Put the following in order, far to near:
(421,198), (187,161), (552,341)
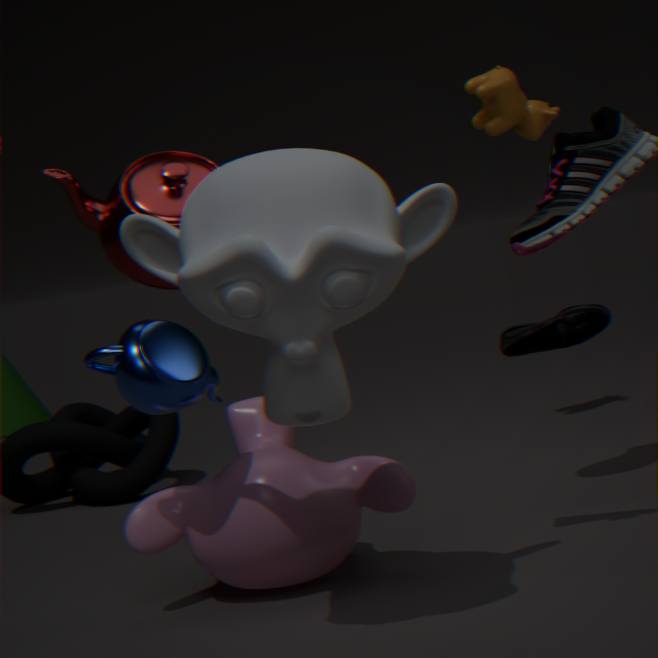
1. (187,161)
2. (552,341)
3. (421,198)
